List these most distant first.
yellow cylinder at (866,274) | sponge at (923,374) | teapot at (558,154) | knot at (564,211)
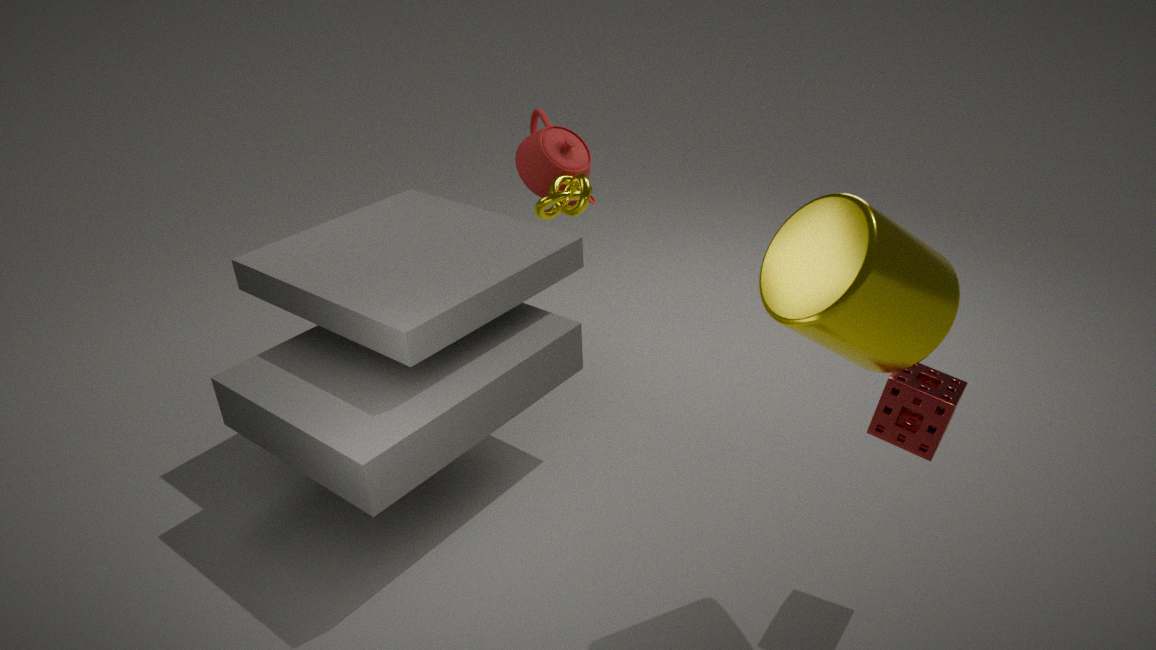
teapot at (558,154) → knot at (564,211) → sponge at (923,374) → yellow cylinder at (866,274)
